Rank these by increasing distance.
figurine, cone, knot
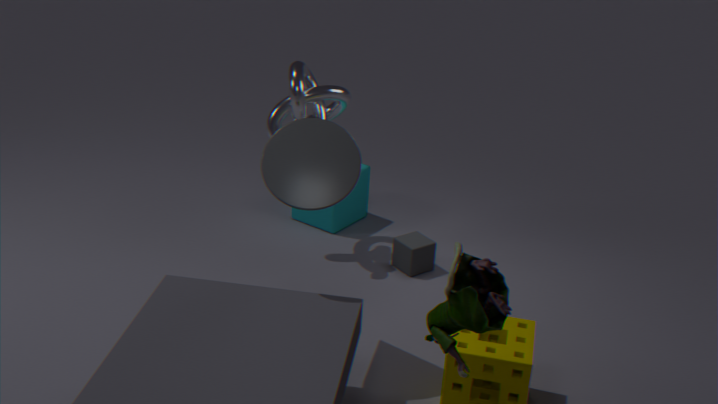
figurine
cone
knot
